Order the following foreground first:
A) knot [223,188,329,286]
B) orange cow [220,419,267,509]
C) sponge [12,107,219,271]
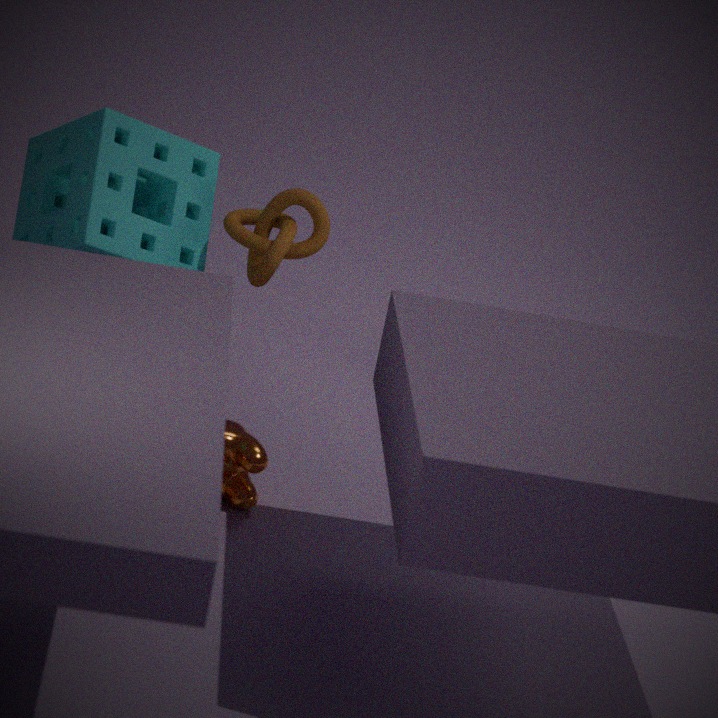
sponge [12,107,219,271] → knot [223,188,329,286] → orange cow [220,419,267,509]
